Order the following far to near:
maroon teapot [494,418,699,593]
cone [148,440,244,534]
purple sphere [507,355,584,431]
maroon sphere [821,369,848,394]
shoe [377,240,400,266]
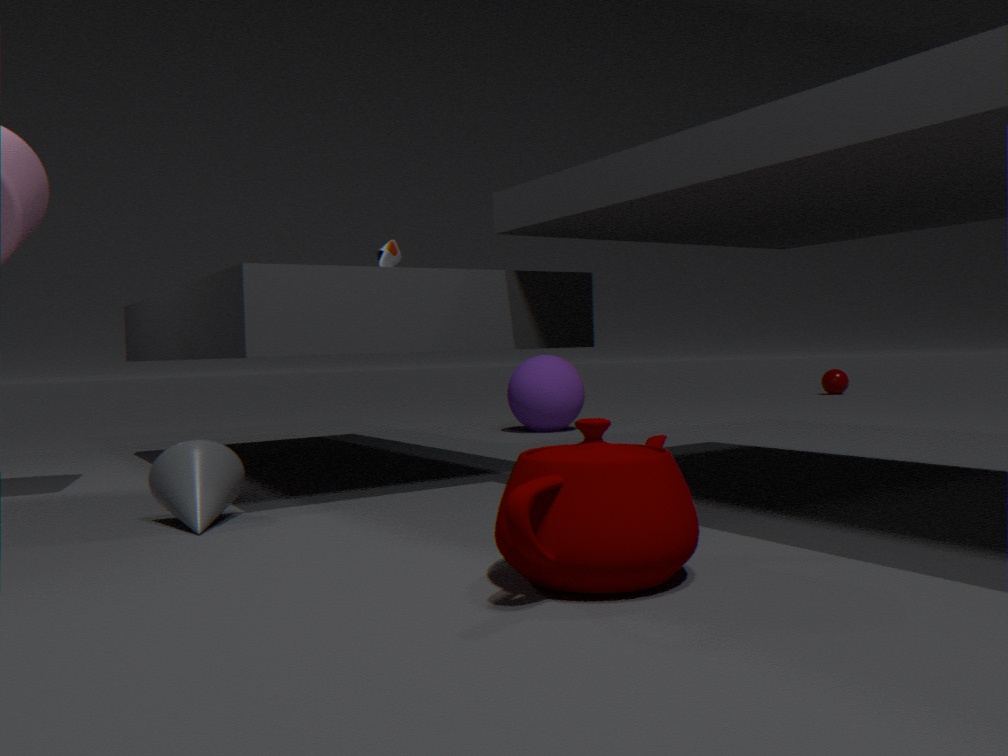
maroon sphere [821,369,848,394] → purple sphere [507,355,584,431] → shoe [377,240,400,266] → cone [148,440,244,534] → maroon teapot [494,418,699,593]
